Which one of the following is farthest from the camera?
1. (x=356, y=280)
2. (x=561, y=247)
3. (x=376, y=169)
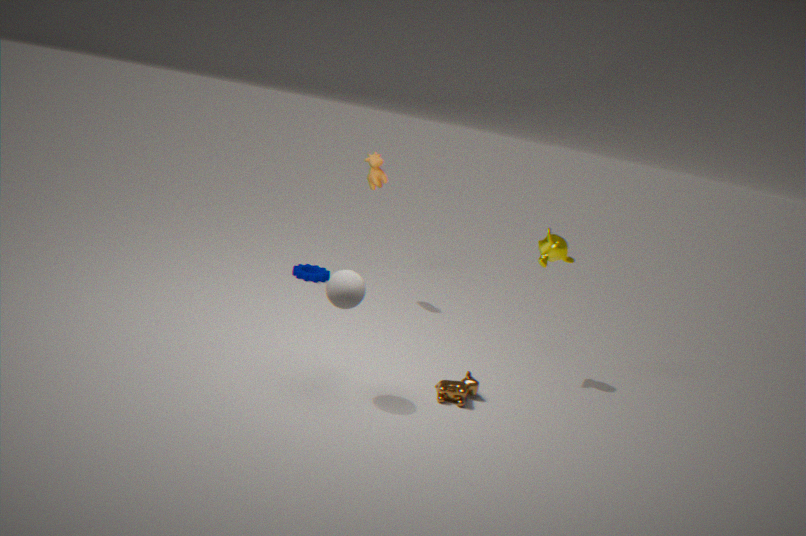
(x=376, y=169)
